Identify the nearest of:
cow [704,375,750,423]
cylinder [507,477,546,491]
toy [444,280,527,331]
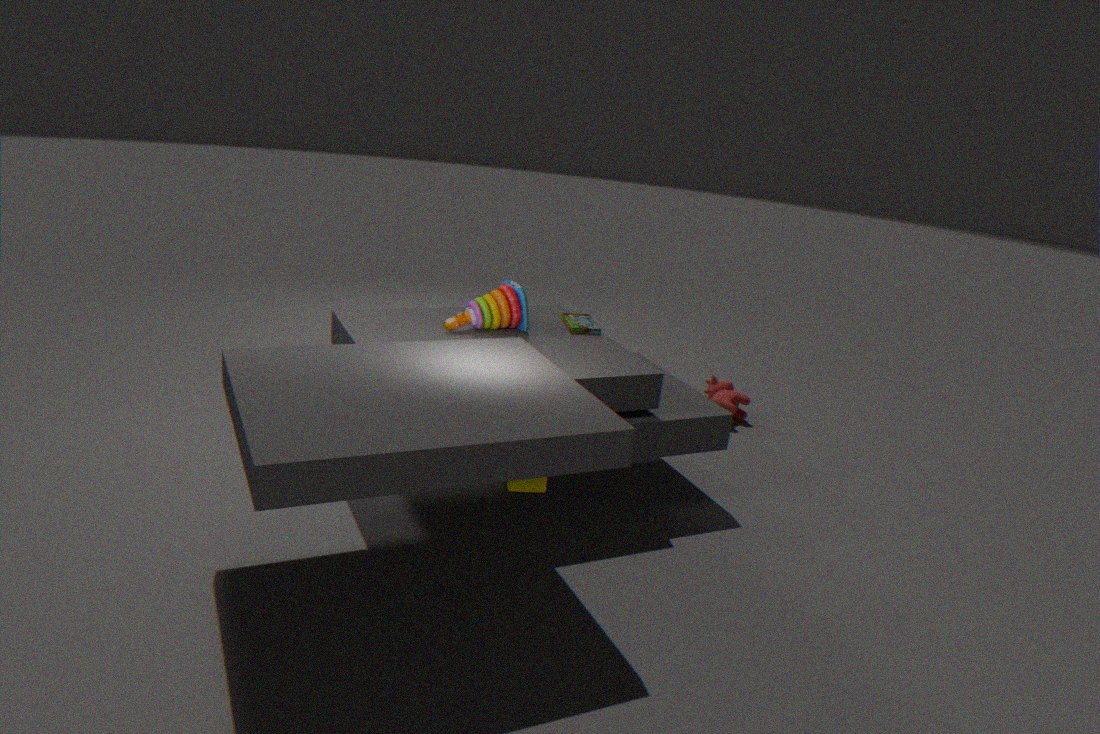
cylinder [507,477,546,491]
